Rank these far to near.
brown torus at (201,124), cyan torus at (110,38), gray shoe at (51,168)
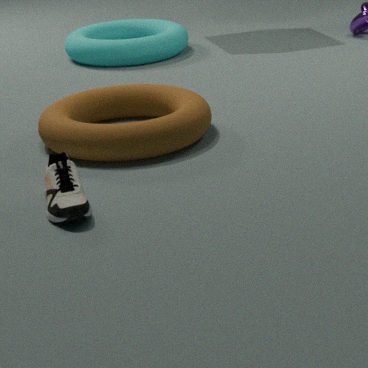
cyan torus at (110,38) < brown torus at (201,124) < gray shoe at (51,168)
